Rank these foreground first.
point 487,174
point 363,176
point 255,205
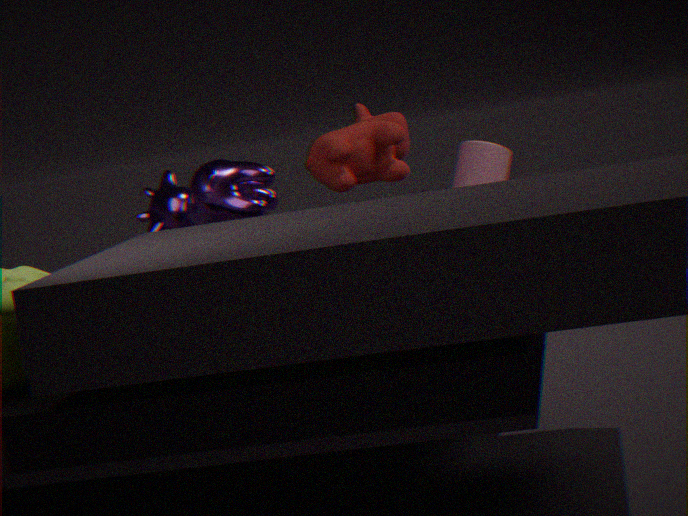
point 255,205, point 487,174, point 363,176
